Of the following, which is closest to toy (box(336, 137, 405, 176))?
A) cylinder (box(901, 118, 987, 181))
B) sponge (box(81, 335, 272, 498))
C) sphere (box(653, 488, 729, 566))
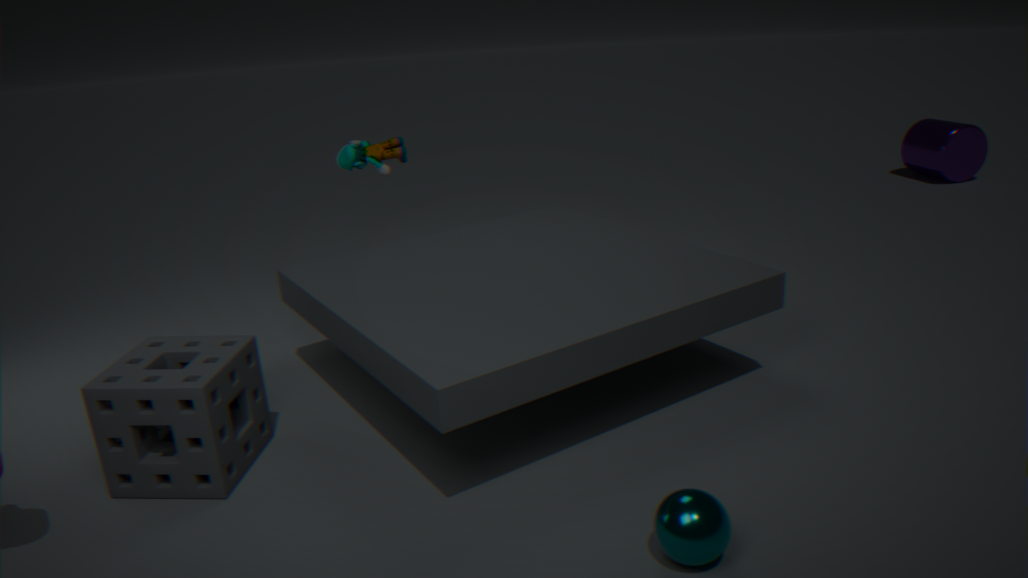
sponge (box(81, 335, 272, 498))
